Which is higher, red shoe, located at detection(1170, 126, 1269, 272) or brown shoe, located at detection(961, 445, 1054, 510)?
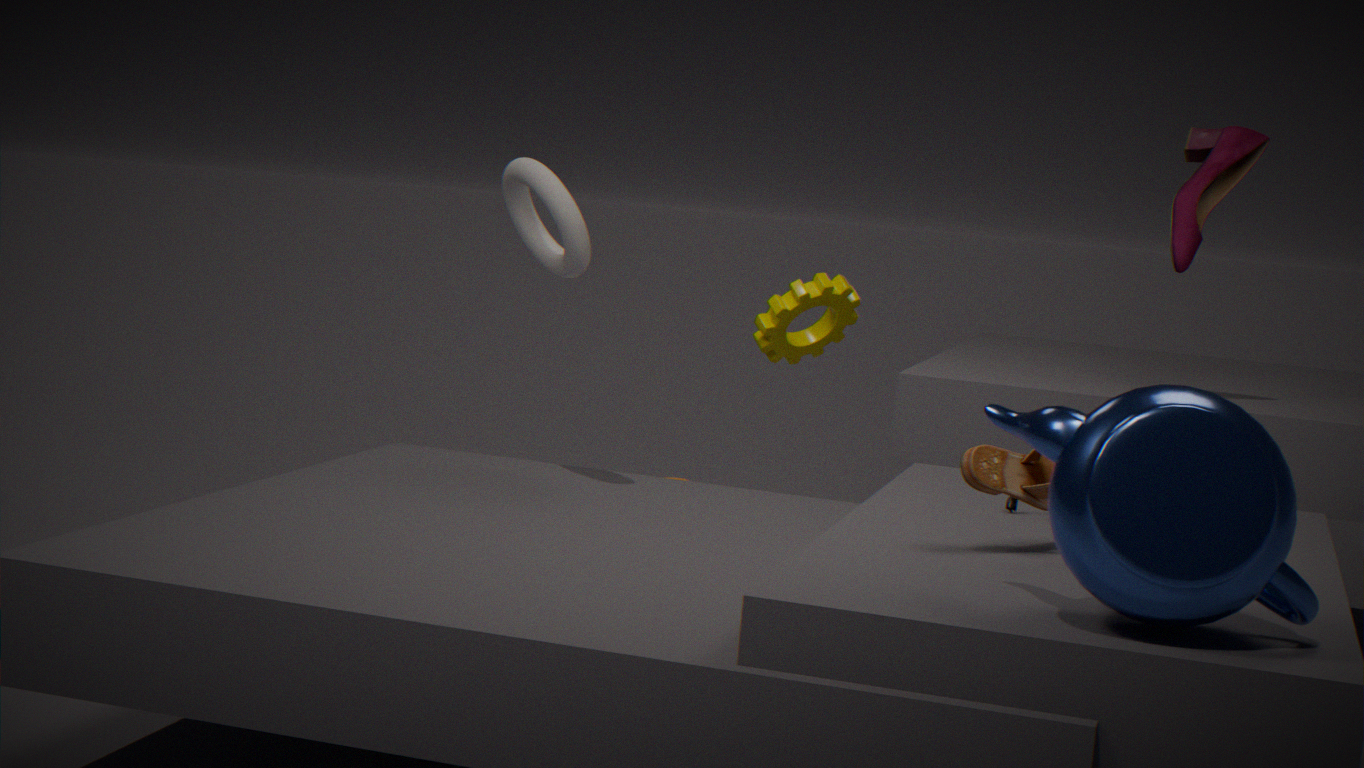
red shoe, located at detection(1170, 126, 1269, 272)
